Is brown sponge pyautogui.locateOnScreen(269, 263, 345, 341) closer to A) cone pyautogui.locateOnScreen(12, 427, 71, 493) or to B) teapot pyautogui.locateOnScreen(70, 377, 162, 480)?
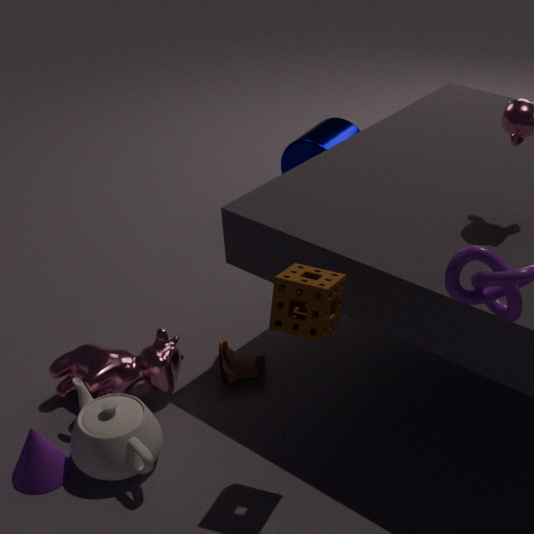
B) teapot pyautogui.locateOnScreen(70, 377, 162, 480)
